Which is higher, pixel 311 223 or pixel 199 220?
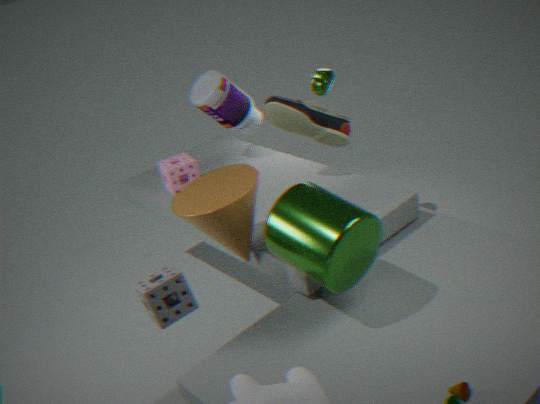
pixel 199 220
